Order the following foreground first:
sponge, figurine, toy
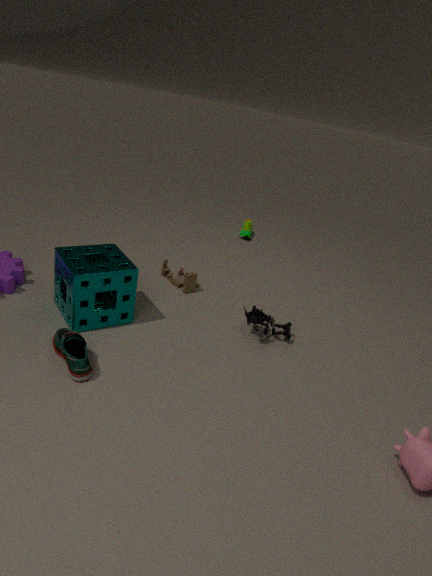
sponge, figurine, toy
